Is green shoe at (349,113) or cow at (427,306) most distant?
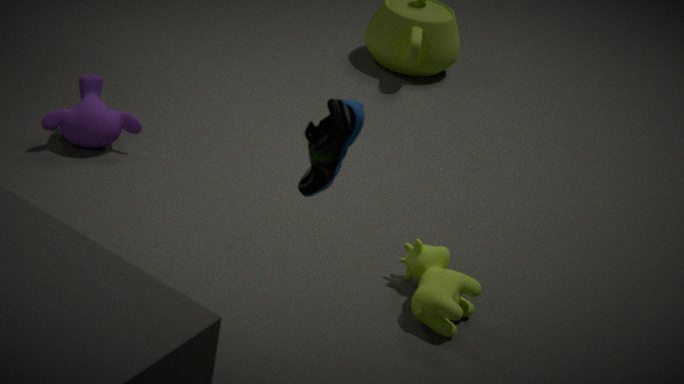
cow at (427,306)
